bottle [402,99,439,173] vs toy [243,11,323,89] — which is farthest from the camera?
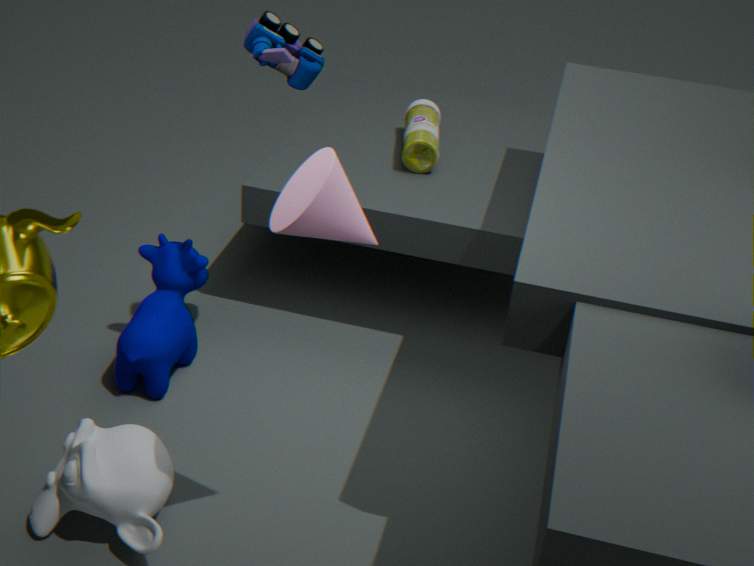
bottle [402,99,439,173]
